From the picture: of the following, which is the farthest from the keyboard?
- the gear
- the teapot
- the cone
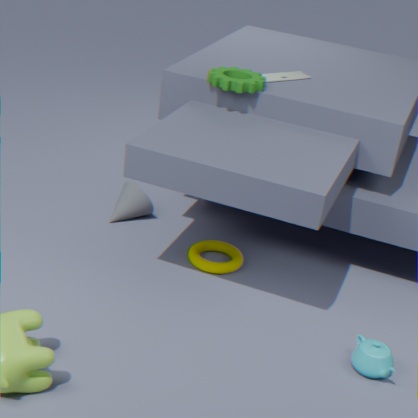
the teapot
